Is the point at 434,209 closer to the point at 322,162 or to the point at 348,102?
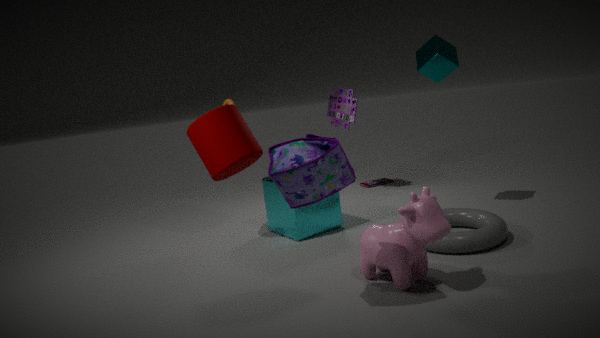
the point at 322,162
